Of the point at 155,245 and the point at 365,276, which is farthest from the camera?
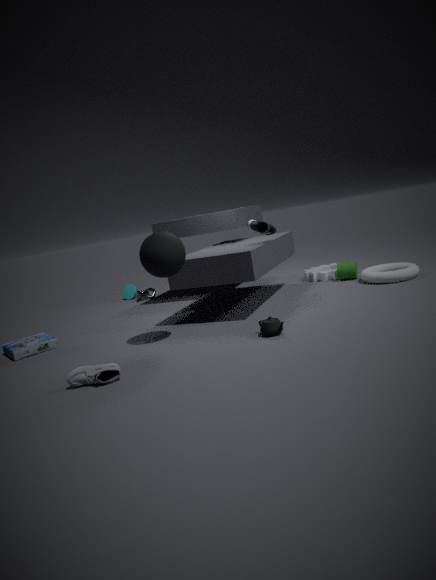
the point at 365,276
